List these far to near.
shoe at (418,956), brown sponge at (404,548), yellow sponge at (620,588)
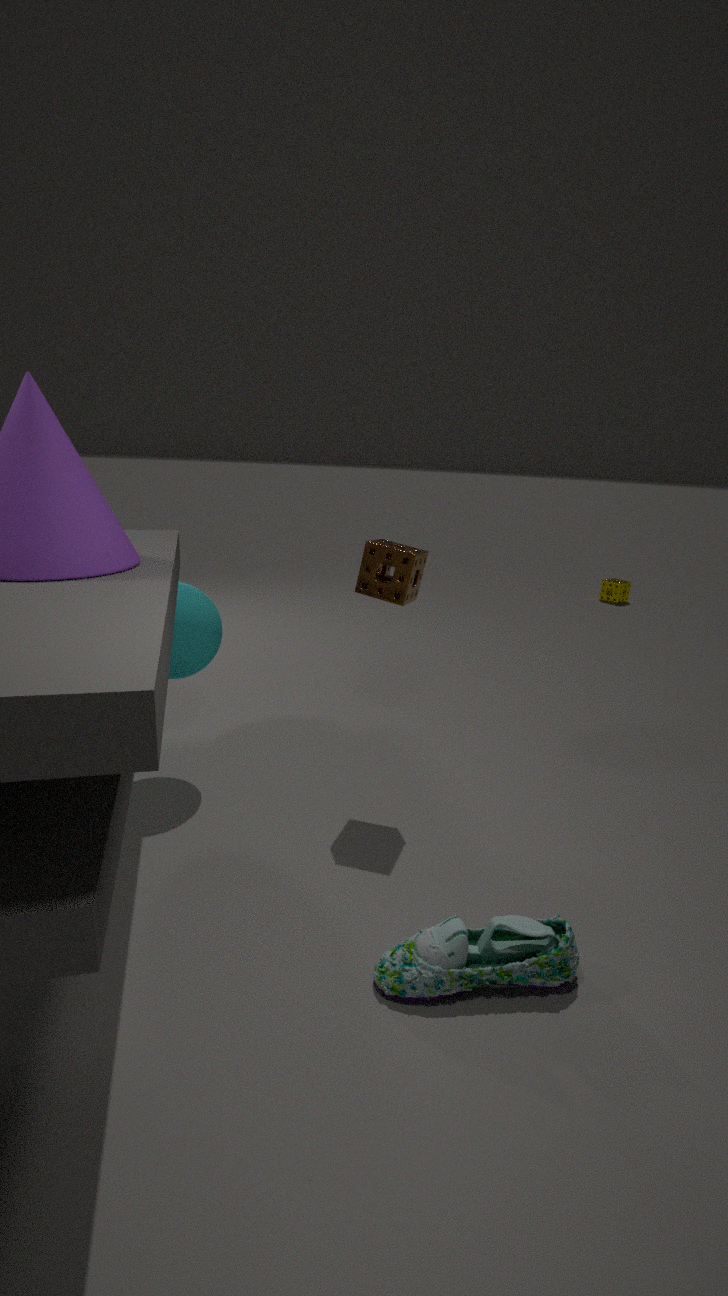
yellow sponge at (620,588), brown sponge at (404,548), shoe at (418,956)
